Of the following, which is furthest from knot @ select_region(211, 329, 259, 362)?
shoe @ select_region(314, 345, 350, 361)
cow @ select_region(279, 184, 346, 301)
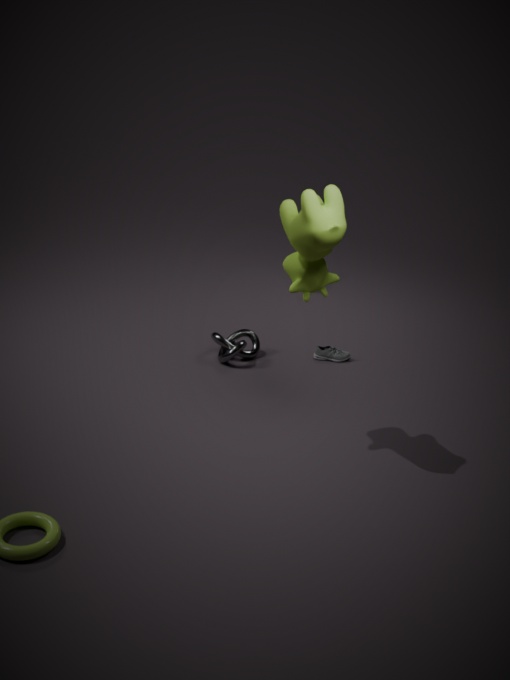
cow @ select_region(279, 184, 346, 301)
